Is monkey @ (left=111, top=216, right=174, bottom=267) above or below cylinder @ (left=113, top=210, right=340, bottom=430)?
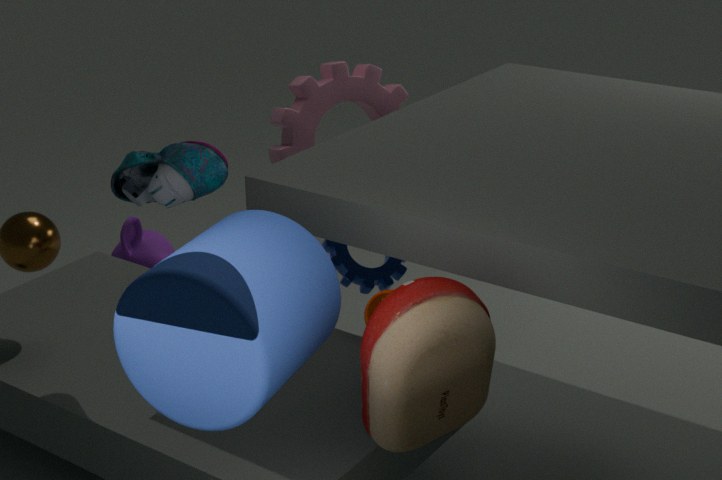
below
